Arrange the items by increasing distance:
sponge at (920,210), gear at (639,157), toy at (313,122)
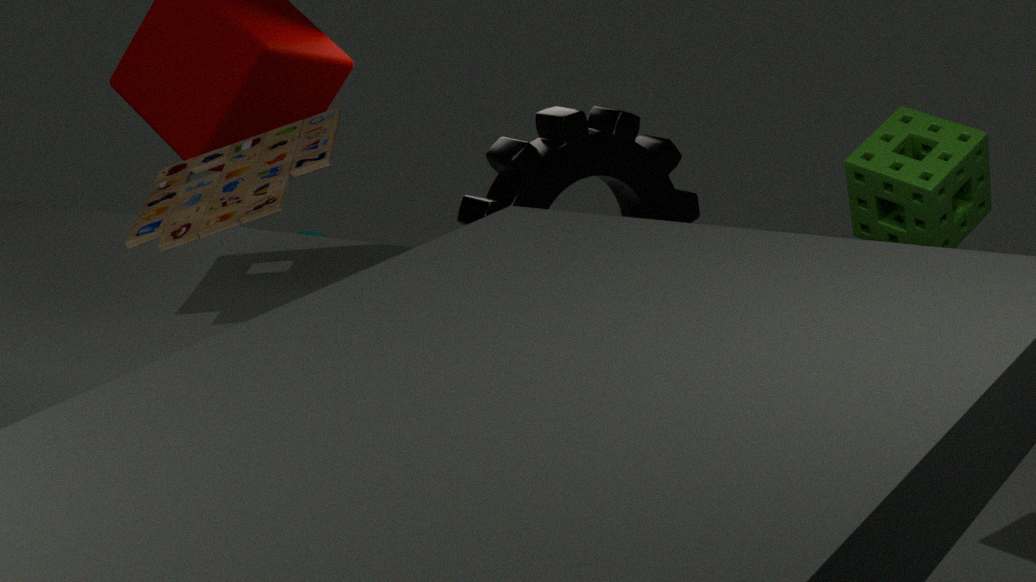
toy at (313,122) < sponge at (920,210) < gear at (639,157)
